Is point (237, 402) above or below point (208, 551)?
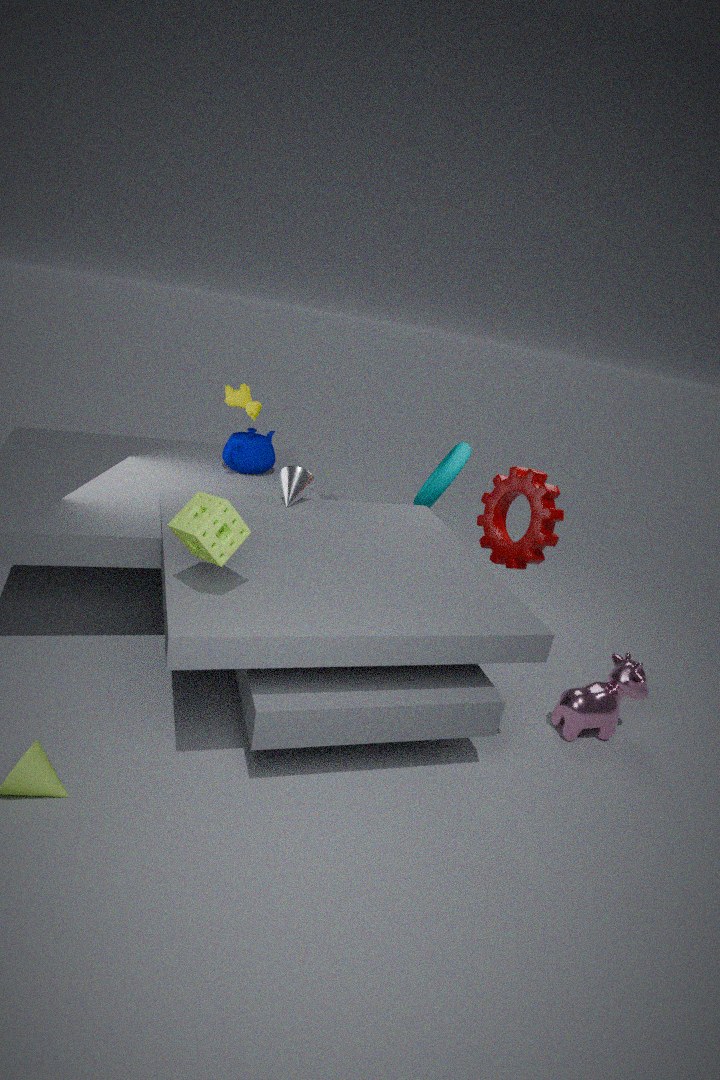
above
